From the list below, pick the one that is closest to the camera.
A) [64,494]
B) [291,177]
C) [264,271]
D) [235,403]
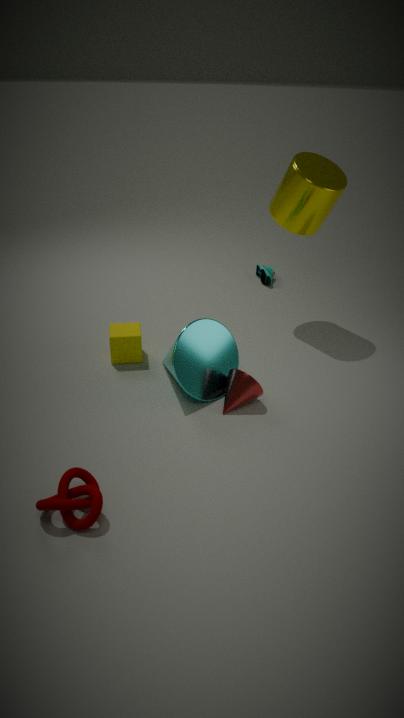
[64,494]
